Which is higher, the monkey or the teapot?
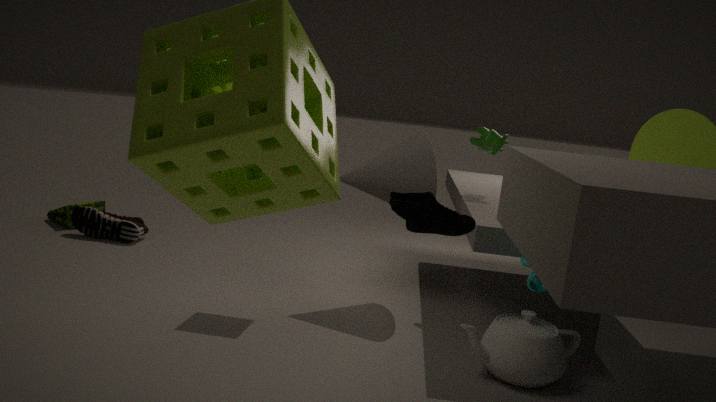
the monkey
